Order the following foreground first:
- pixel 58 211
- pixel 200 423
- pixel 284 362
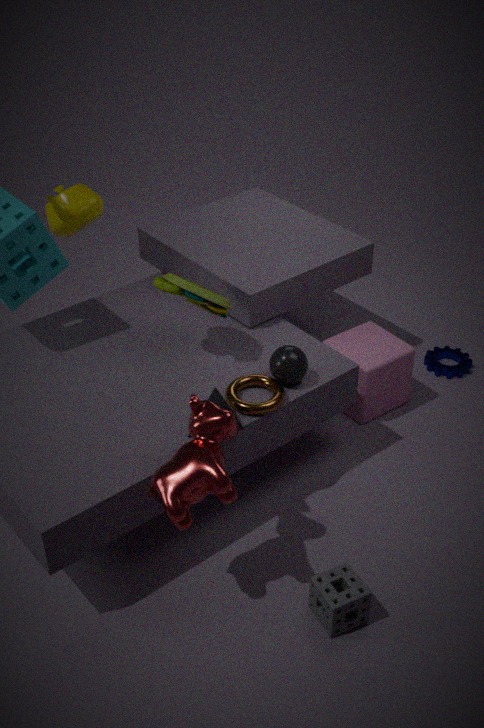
pixel 200 423
pixel 284 362
pixel 58 211
